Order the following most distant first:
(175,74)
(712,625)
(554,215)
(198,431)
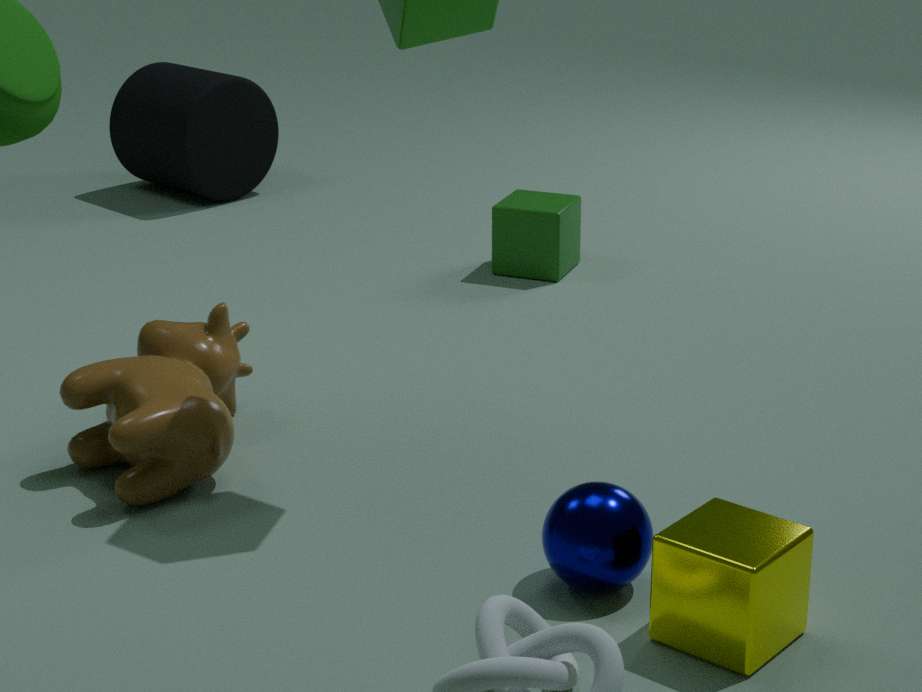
1. (175,74)
2. (554,215)
3. (198,431)
4. (712,625)
